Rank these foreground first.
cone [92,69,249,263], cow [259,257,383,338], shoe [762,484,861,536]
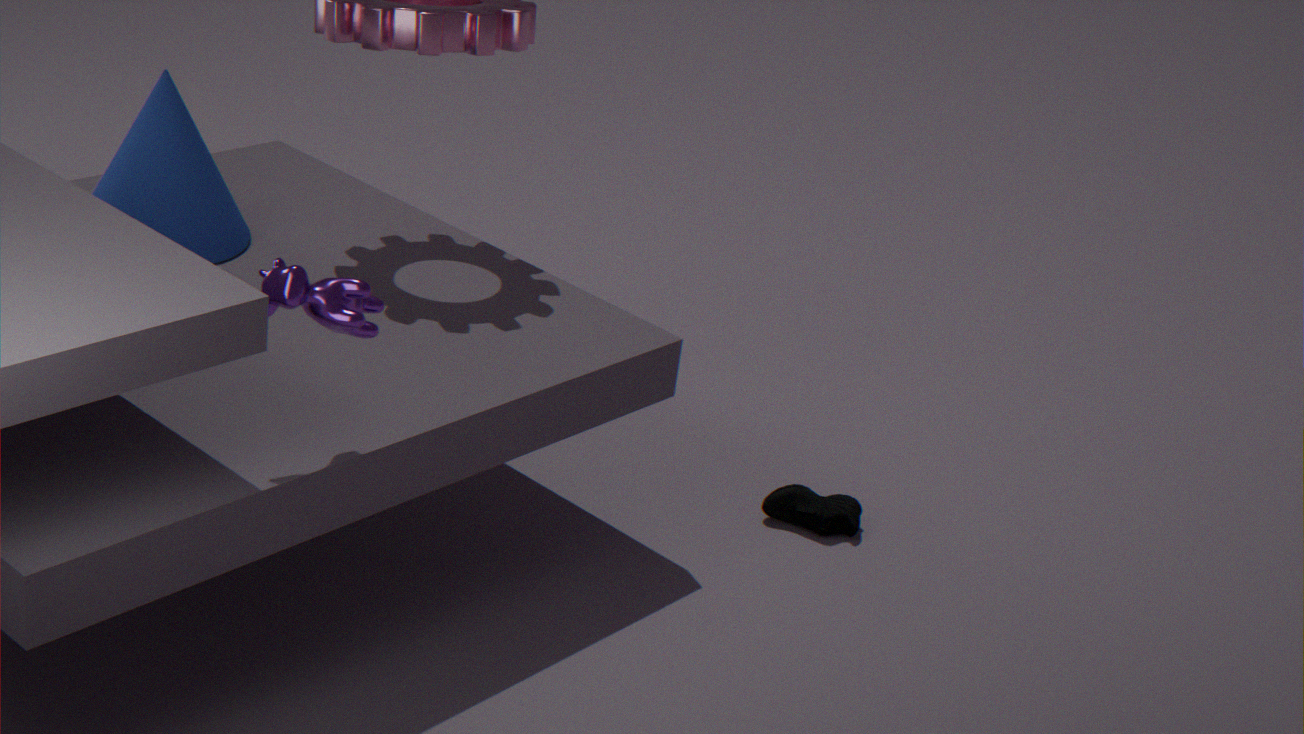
cow [259,257,383,338], cone [92,69,249,263], shoe [762,484,861,536]
